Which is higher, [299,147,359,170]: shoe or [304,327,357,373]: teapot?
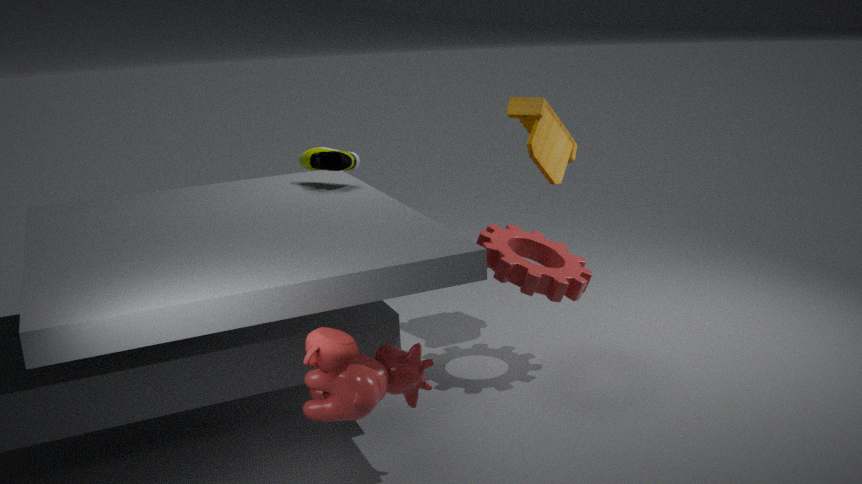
[299,147,359,170]: shoe
